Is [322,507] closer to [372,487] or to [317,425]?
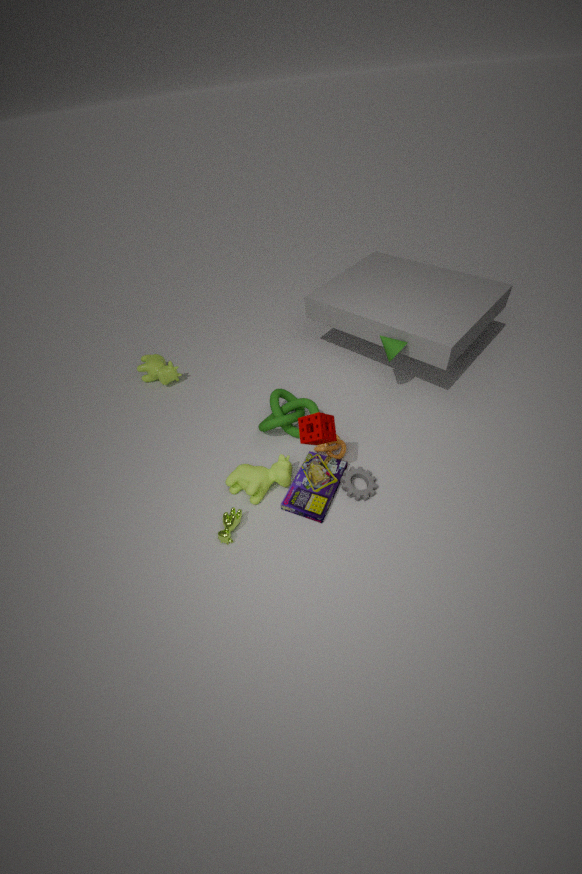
[372,487]
